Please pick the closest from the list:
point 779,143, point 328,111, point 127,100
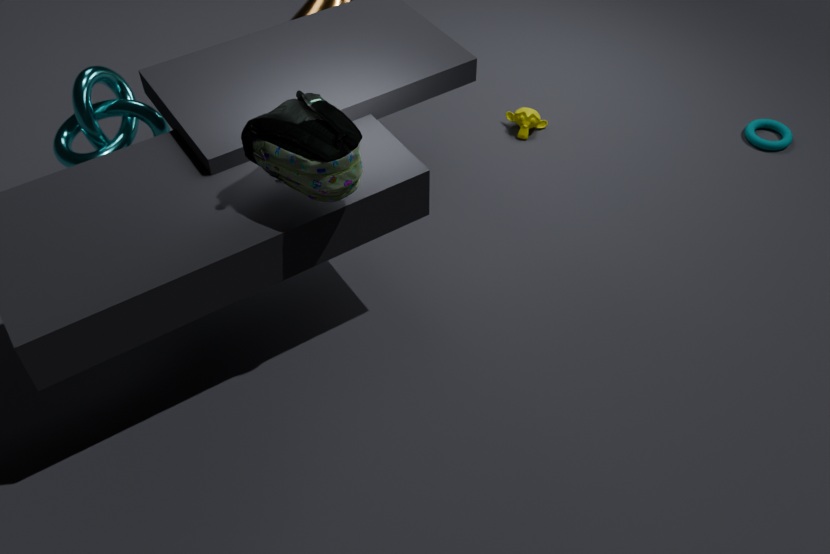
point 328,111
